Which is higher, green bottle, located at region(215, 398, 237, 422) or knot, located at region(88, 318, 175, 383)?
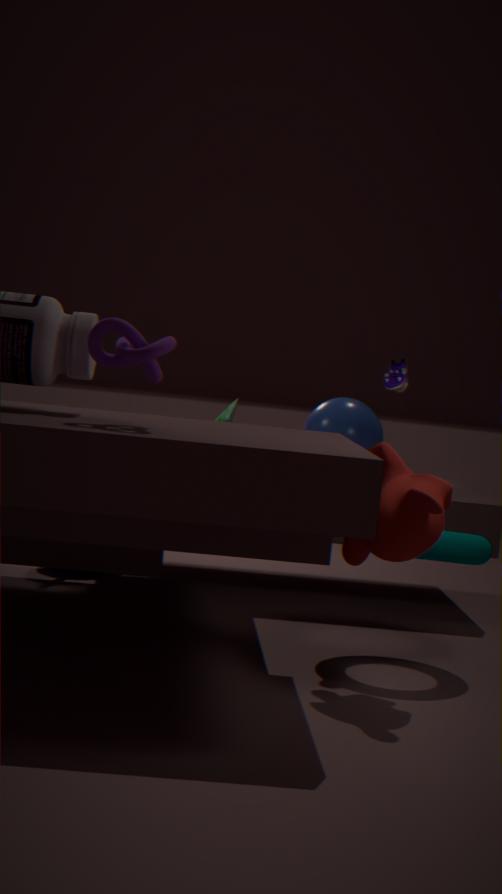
knot, located at region(88, 318, 175, 383)
